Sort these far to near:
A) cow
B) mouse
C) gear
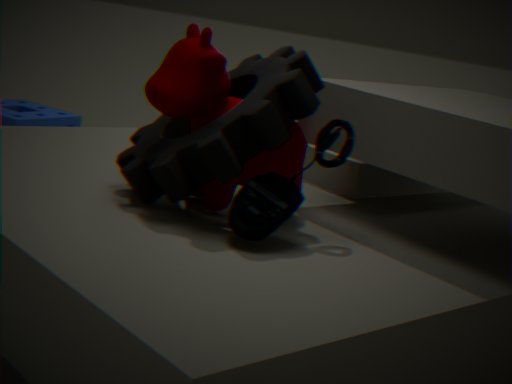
cow, gear, mouse
